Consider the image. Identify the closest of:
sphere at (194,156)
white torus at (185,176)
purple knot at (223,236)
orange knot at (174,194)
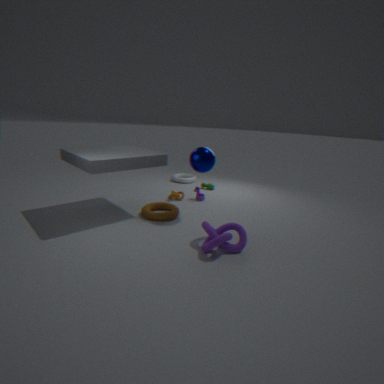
purple knot at (223,236)
